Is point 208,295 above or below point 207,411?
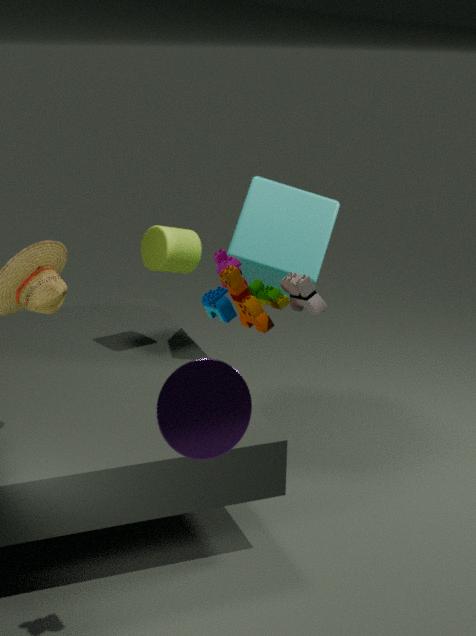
above
